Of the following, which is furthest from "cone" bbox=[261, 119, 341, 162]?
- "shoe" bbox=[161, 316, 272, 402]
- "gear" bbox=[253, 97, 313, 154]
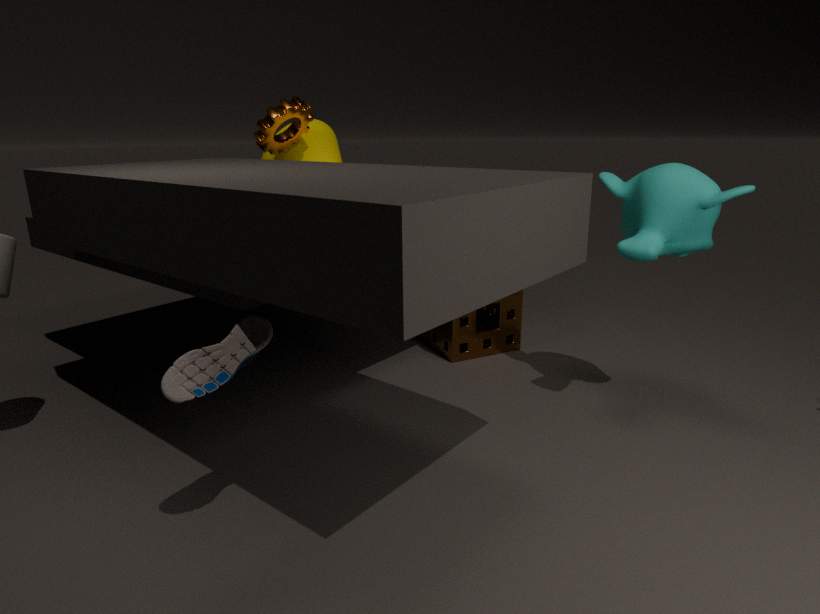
"shoe" bbox=[161, 316, 272, 402]
